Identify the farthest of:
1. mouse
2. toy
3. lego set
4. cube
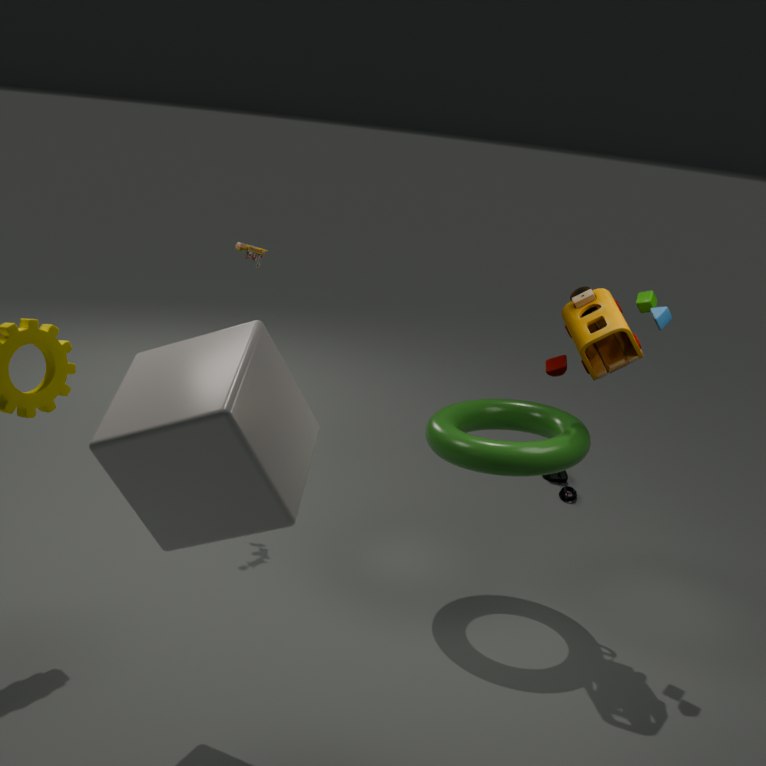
mouse
